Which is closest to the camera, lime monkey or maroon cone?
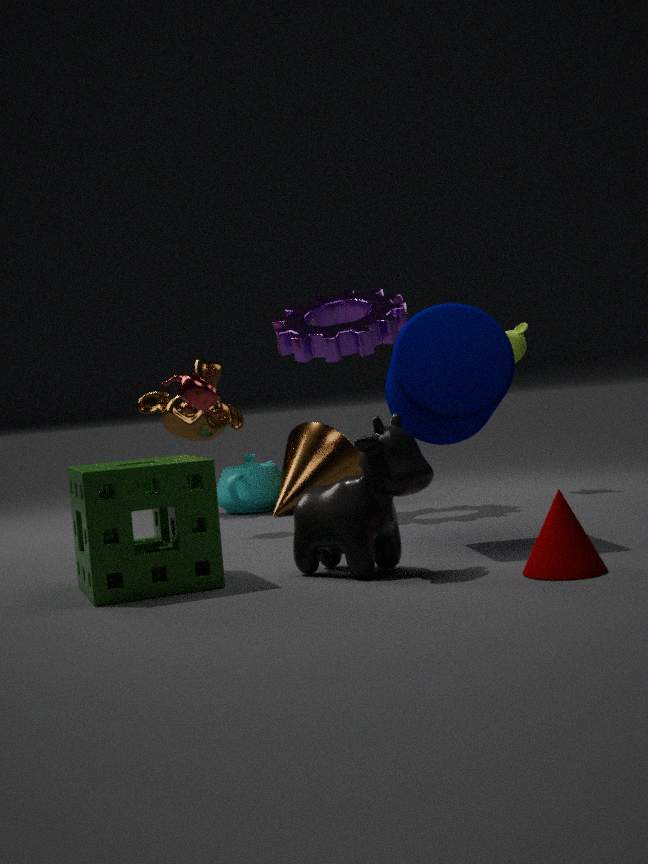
maroon cone
